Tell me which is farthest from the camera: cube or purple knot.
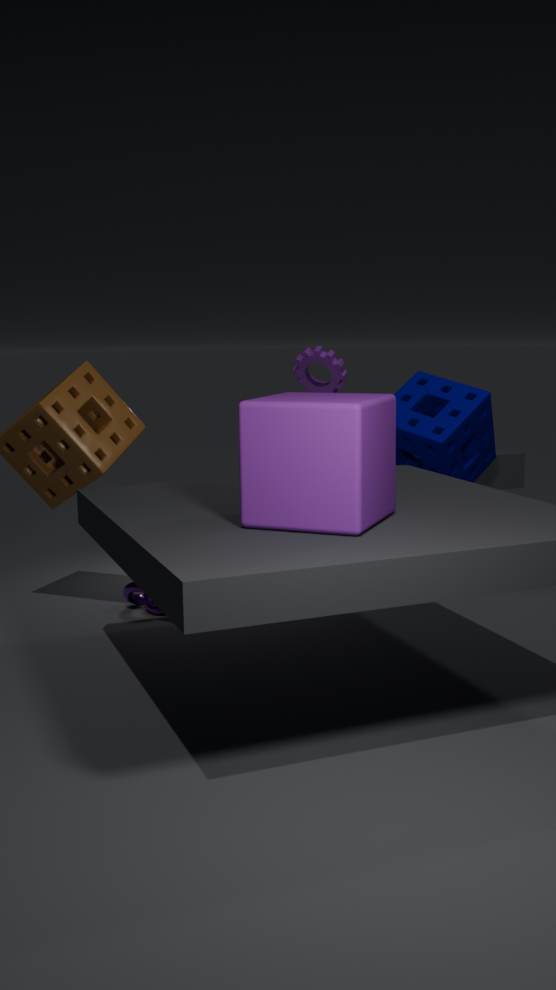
purple knot
